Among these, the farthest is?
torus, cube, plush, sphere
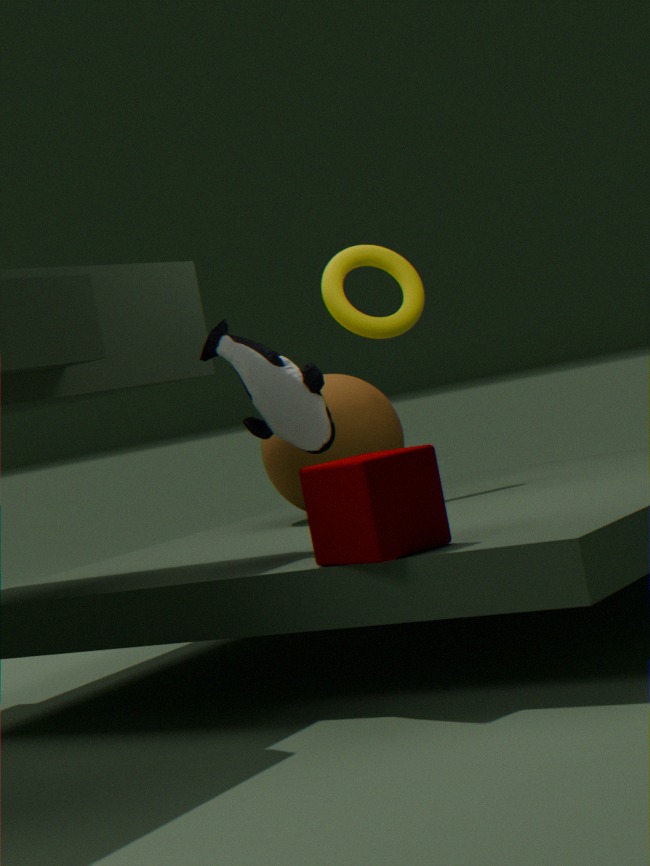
torus
